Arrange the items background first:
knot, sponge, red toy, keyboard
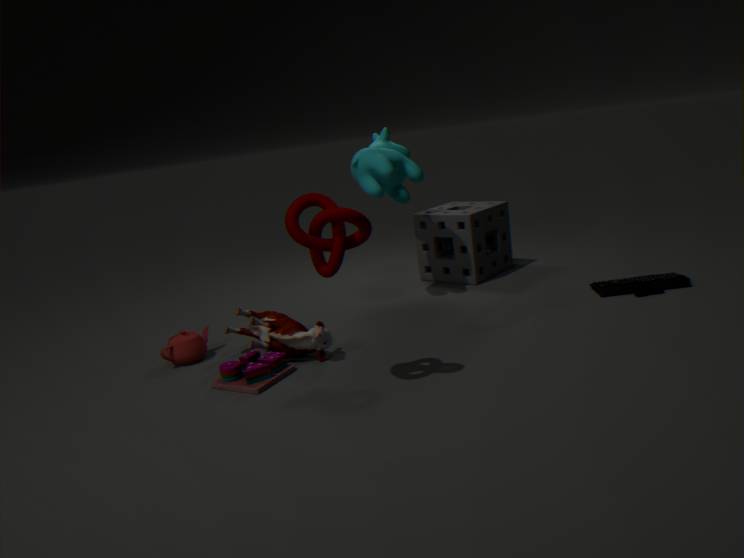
sponge → keyboard → red toy → knot
